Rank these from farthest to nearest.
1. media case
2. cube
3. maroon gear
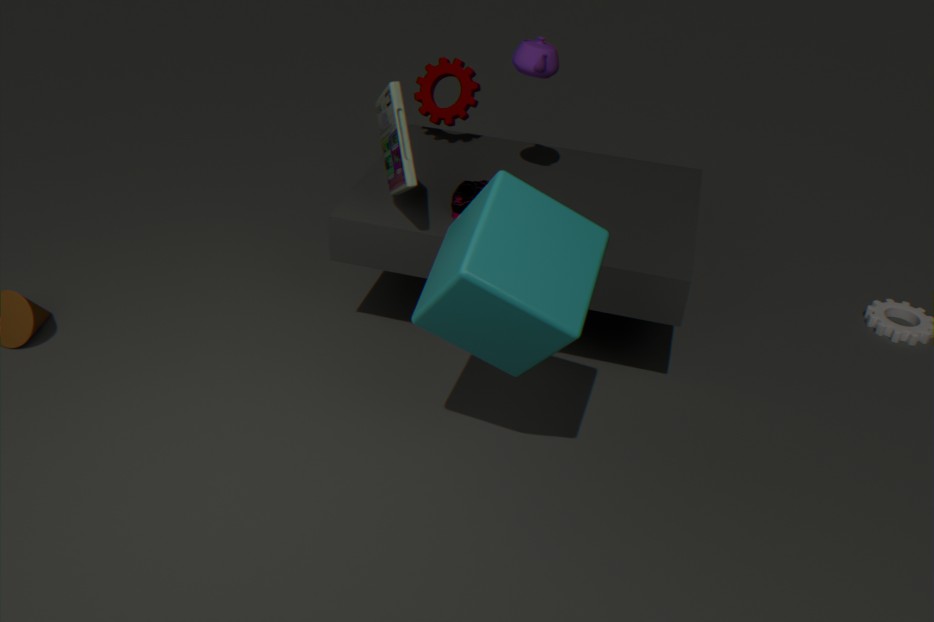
maroon gear < media case < cube
